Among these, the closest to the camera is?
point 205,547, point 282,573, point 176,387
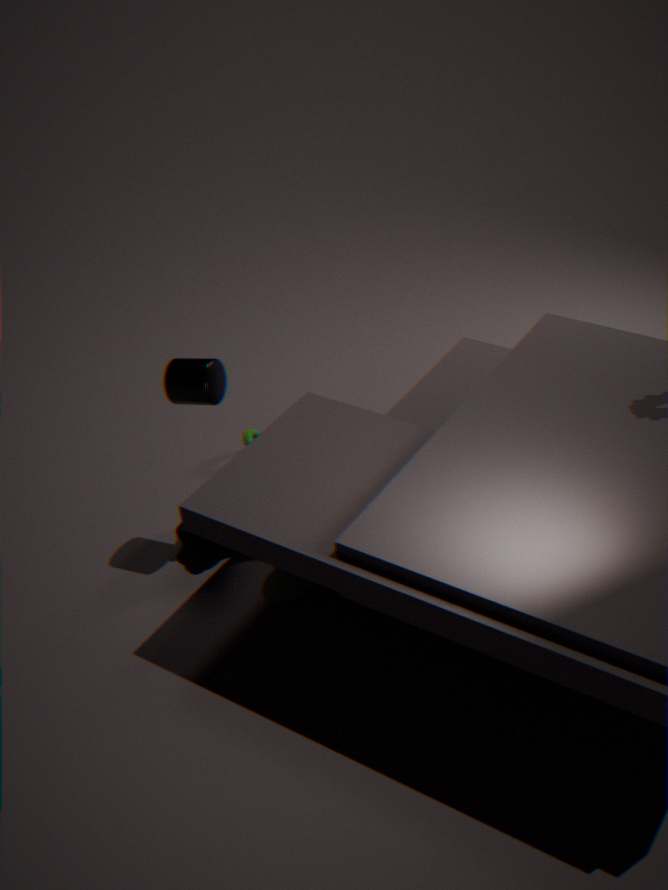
point 282,573
